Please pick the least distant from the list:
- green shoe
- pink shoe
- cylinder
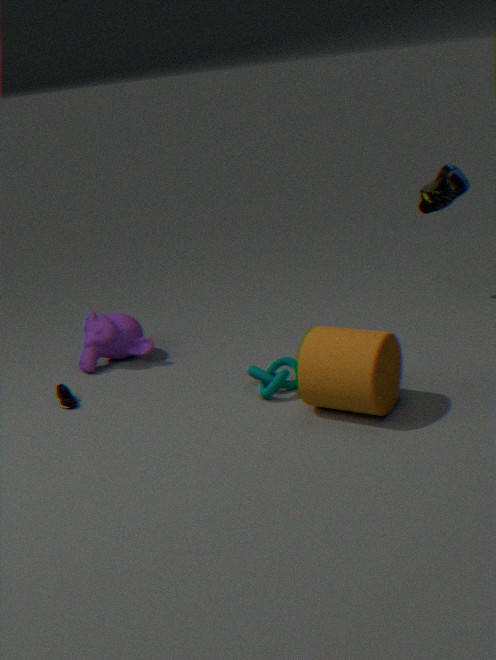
cylinder
